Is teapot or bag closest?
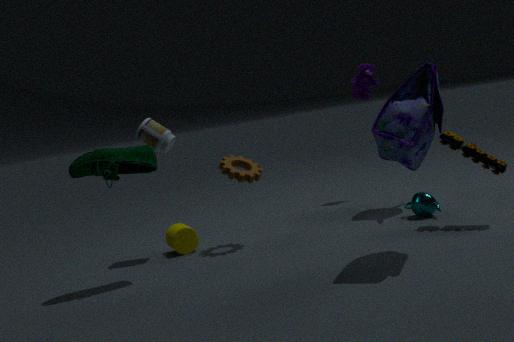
bag
